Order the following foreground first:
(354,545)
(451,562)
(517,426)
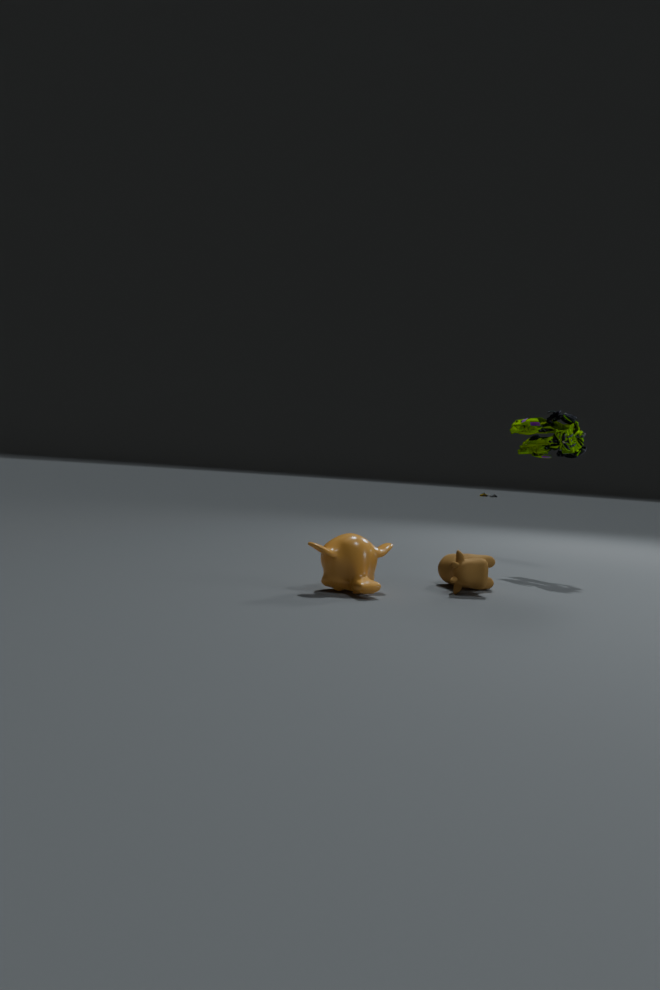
(354,545) < (451,562) < (517,426)
